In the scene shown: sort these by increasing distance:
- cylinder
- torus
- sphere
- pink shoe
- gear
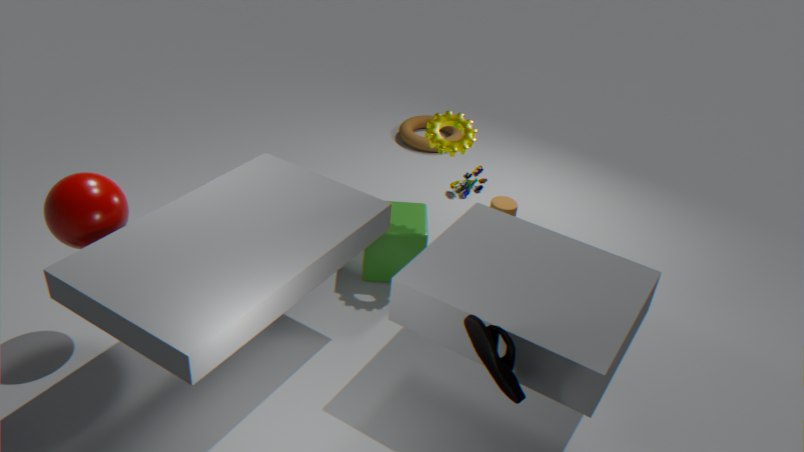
pink shoe < sphere < gear < cylinder < torus
